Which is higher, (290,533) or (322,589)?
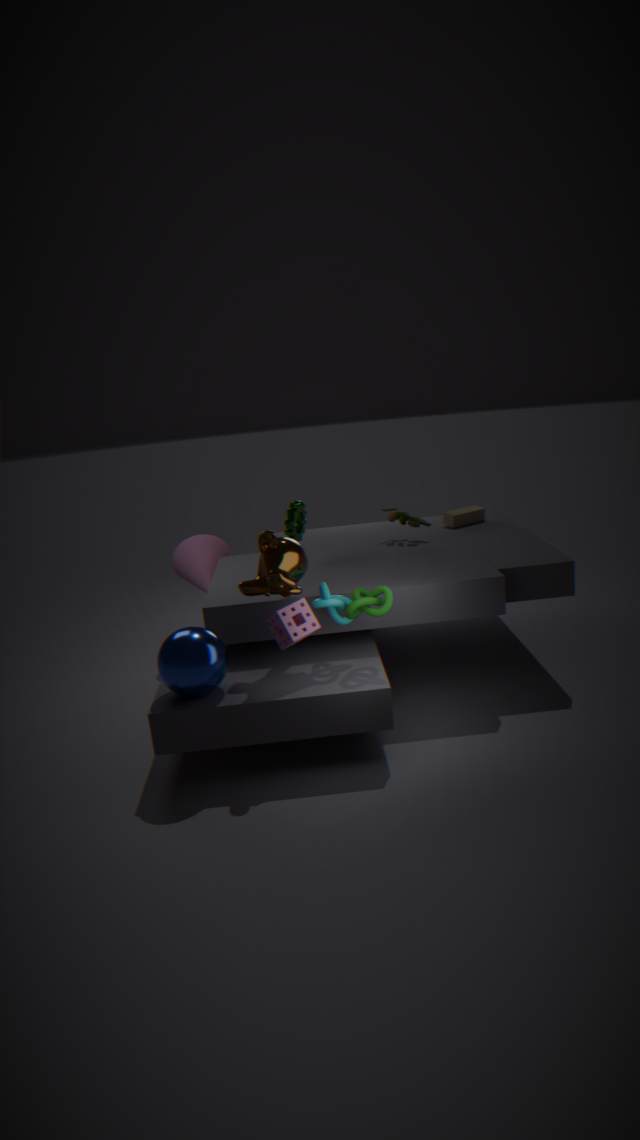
(290,533)
